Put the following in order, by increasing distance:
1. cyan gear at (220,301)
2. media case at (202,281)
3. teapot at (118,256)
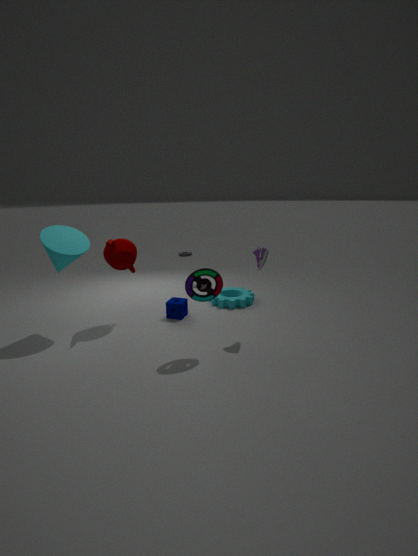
media case at (202,281)
teapot at (118,256)
cyan gear at (220,301)
